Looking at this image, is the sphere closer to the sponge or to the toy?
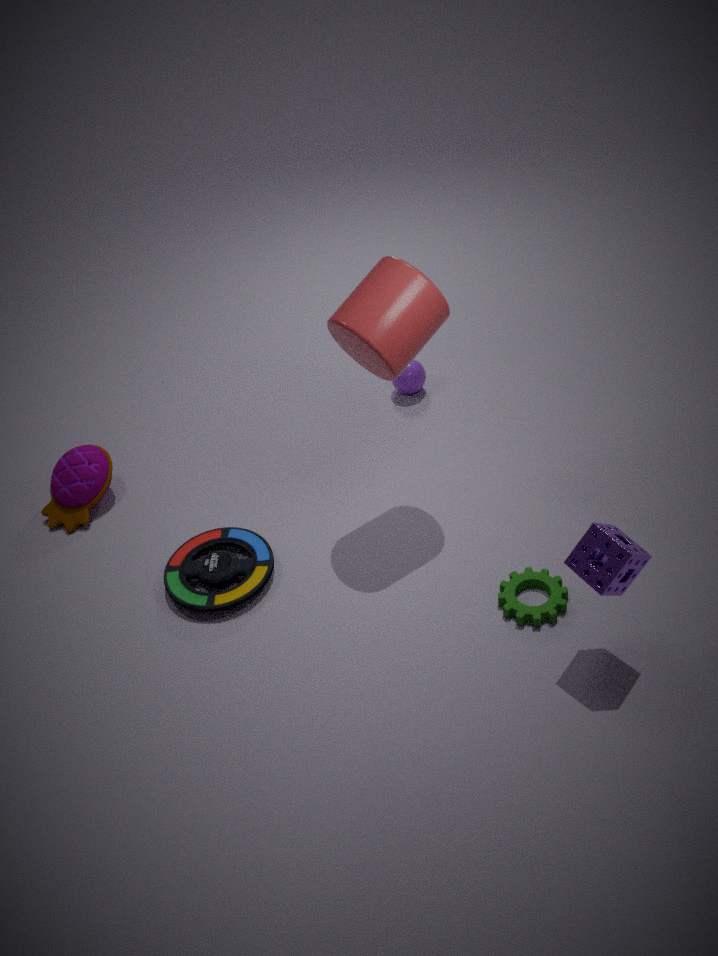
the toy
